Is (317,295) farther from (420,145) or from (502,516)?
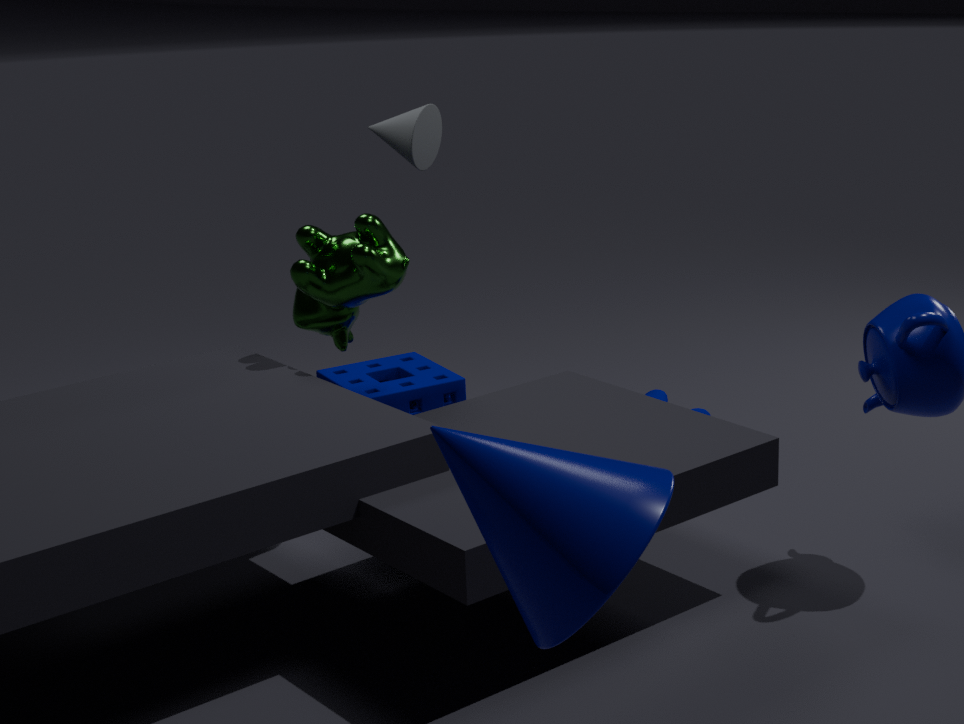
(502,516)
